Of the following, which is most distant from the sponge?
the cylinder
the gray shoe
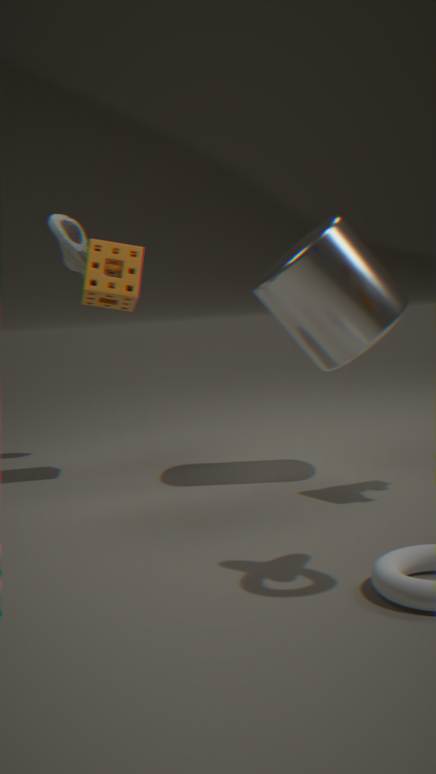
the cylinder
